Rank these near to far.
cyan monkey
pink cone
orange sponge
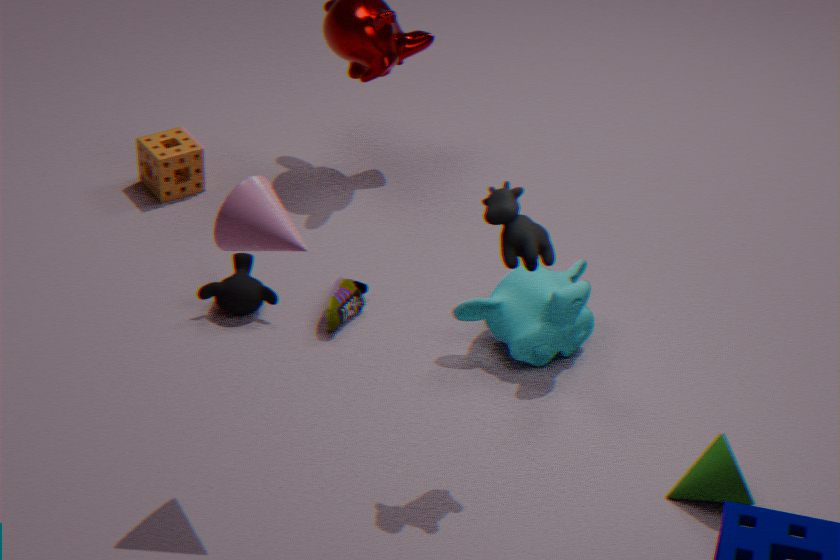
pink cone, cyan monkey, orange sponge
